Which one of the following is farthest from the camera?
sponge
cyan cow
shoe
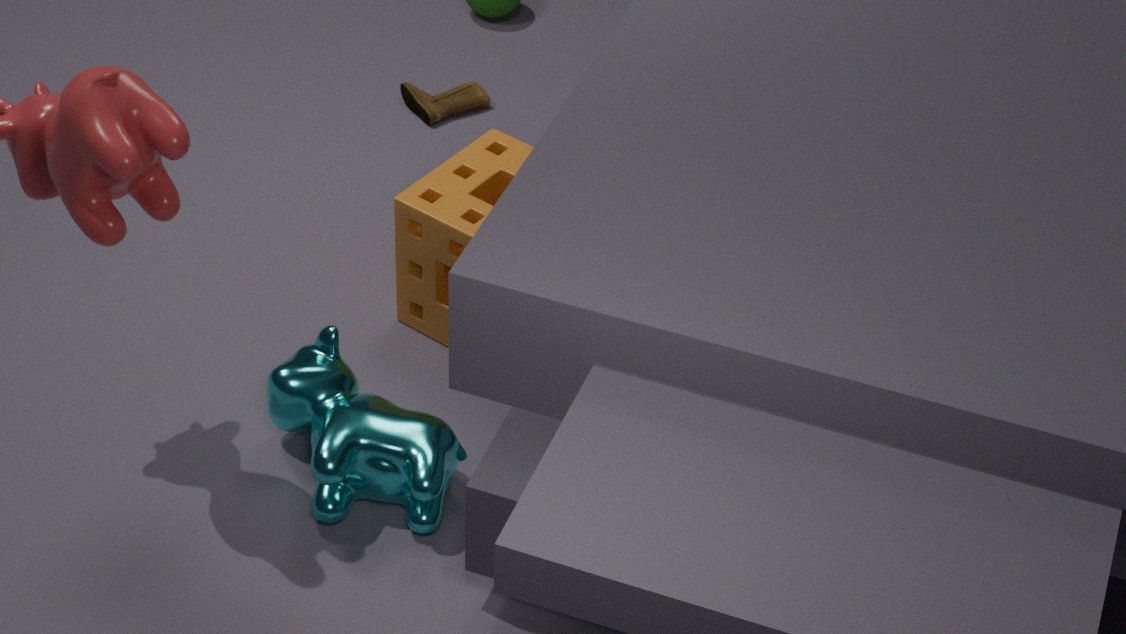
shoe
